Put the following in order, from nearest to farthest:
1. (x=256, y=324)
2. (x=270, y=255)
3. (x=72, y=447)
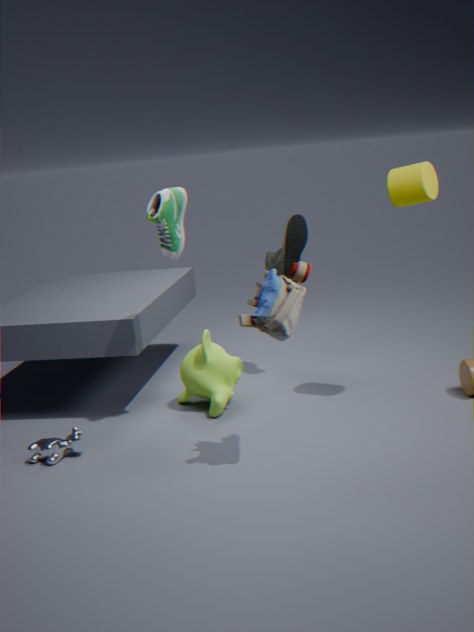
(x=256, y=324)
(x=72, y=447)
(x=270, y=255)
